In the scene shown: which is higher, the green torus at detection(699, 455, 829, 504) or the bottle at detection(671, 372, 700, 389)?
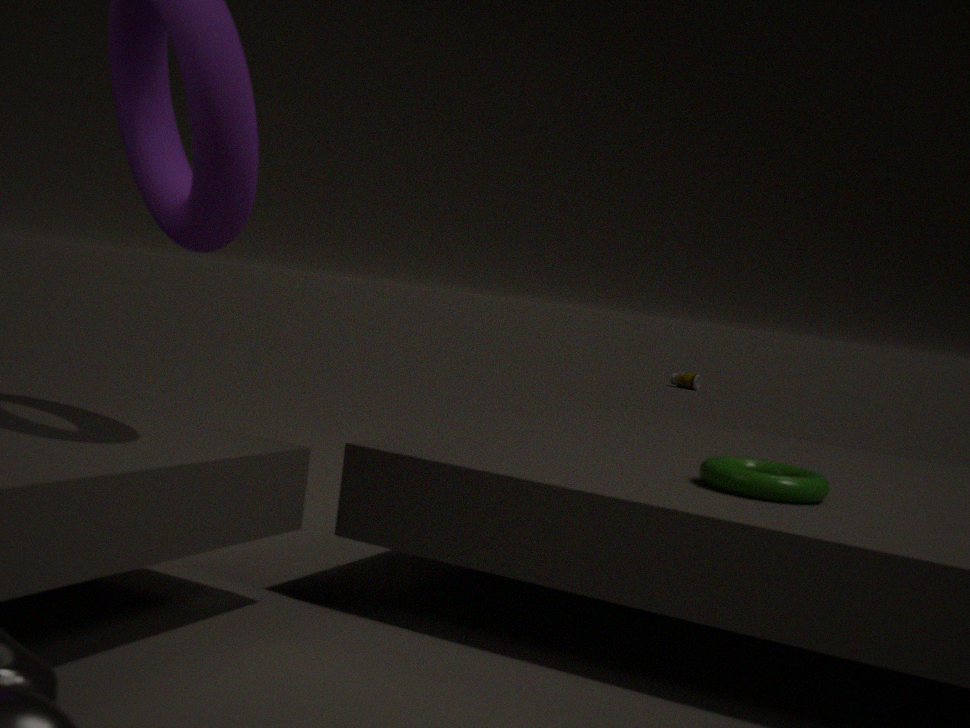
the green torus at detection(699, 455, 829, 504)
